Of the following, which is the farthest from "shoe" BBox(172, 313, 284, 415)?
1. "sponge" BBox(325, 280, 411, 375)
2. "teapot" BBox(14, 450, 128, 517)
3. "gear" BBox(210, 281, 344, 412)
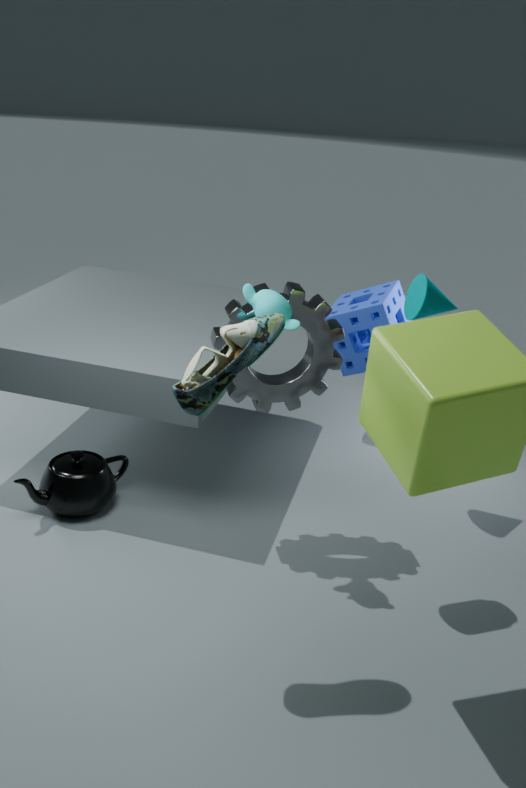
"sponge" BBox(325, 280, 411, 375)
